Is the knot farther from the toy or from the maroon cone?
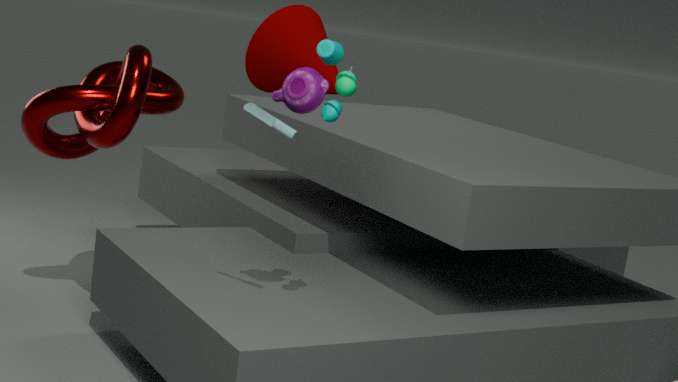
the maroon cone
